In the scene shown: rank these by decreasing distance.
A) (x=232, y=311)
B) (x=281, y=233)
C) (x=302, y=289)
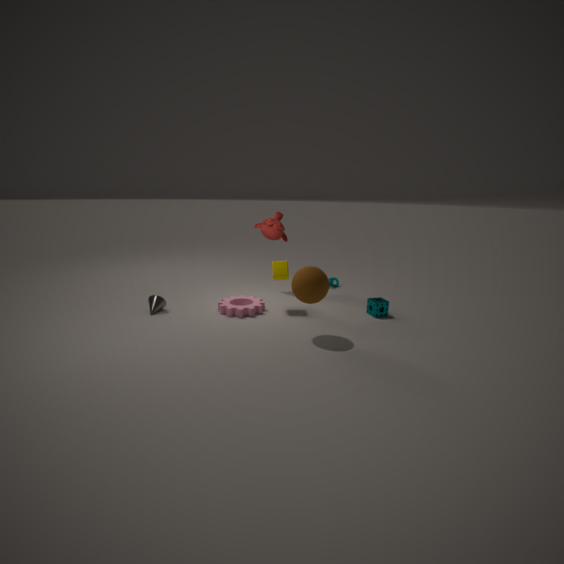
(x=281, y=233) < (x=232, y=311) < (x=302, y=289)
